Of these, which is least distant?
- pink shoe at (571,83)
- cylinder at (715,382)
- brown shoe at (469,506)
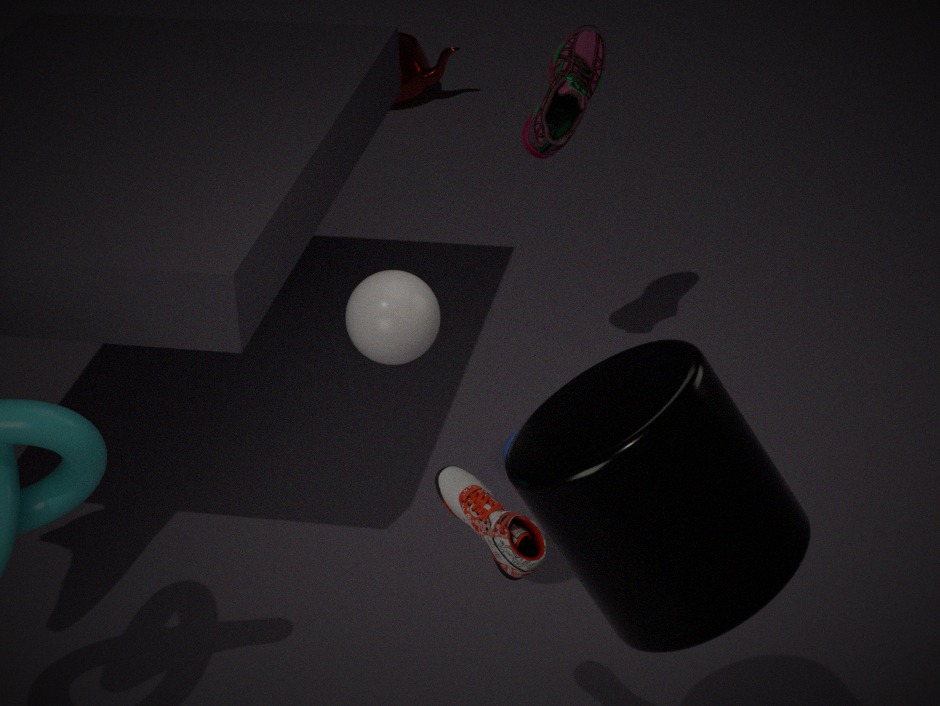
cylinder at (715,382)
